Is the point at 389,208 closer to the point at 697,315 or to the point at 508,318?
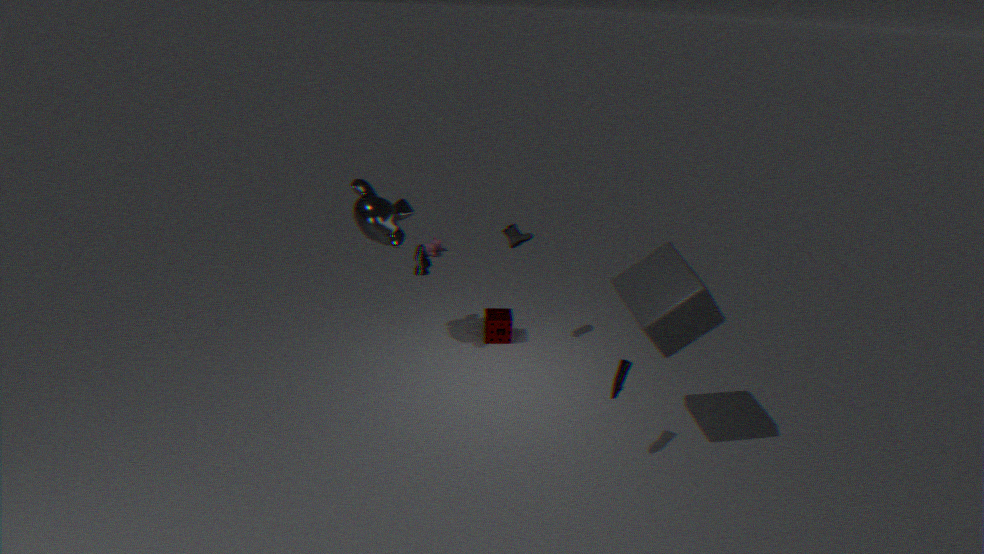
the point at 508,318
